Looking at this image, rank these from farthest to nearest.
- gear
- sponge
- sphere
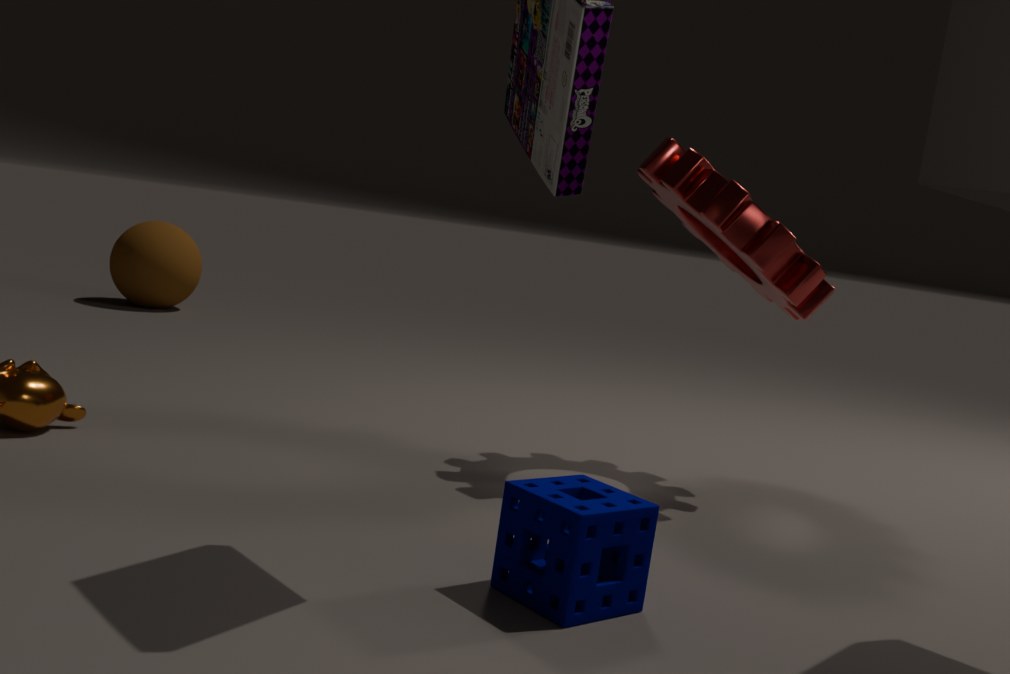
sphere
gear
sponge
